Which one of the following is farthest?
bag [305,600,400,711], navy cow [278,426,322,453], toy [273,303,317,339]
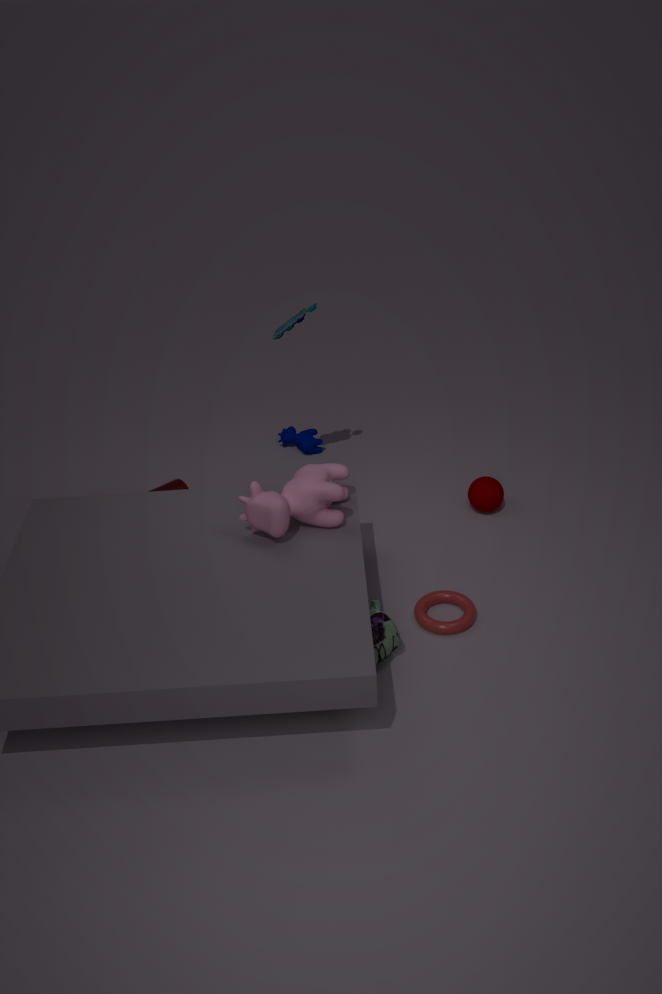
navy cow [278,426,322,453]
